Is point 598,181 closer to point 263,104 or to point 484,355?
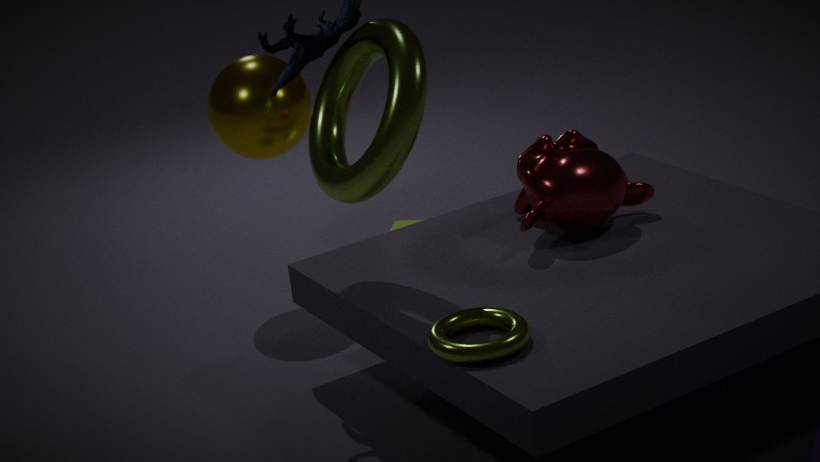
point 484,355
